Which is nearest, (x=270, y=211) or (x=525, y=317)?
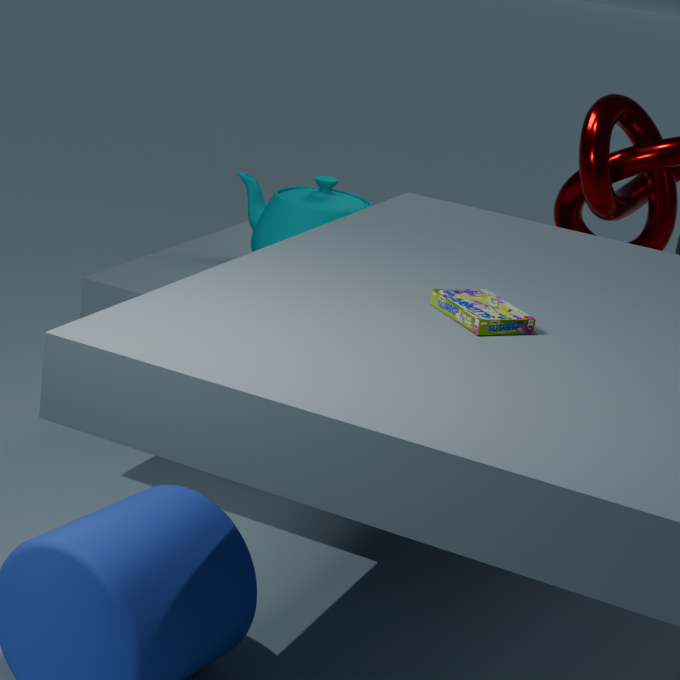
(x=525, y=317)
